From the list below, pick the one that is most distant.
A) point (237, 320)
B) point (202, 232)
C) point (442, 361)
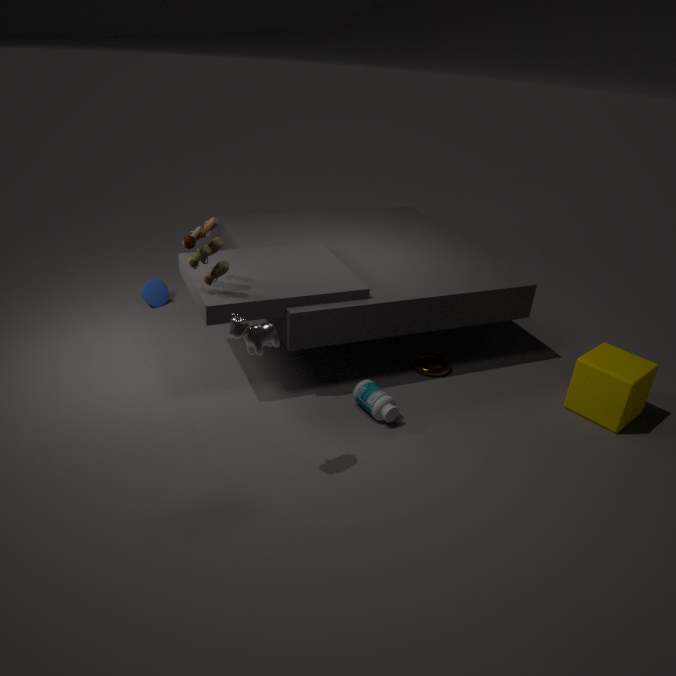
point (442, 361)
